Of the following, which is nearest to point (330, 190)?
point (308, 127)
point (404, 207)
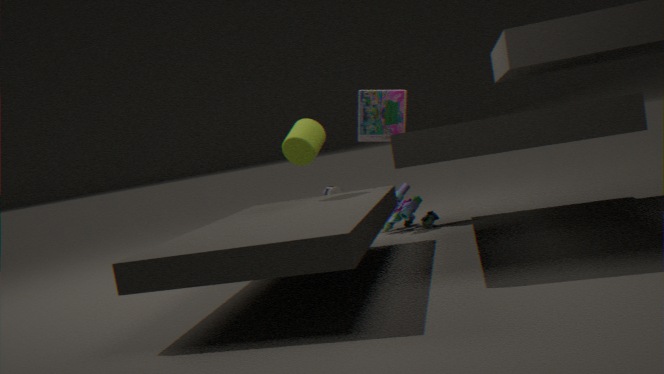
point (404, 207)
